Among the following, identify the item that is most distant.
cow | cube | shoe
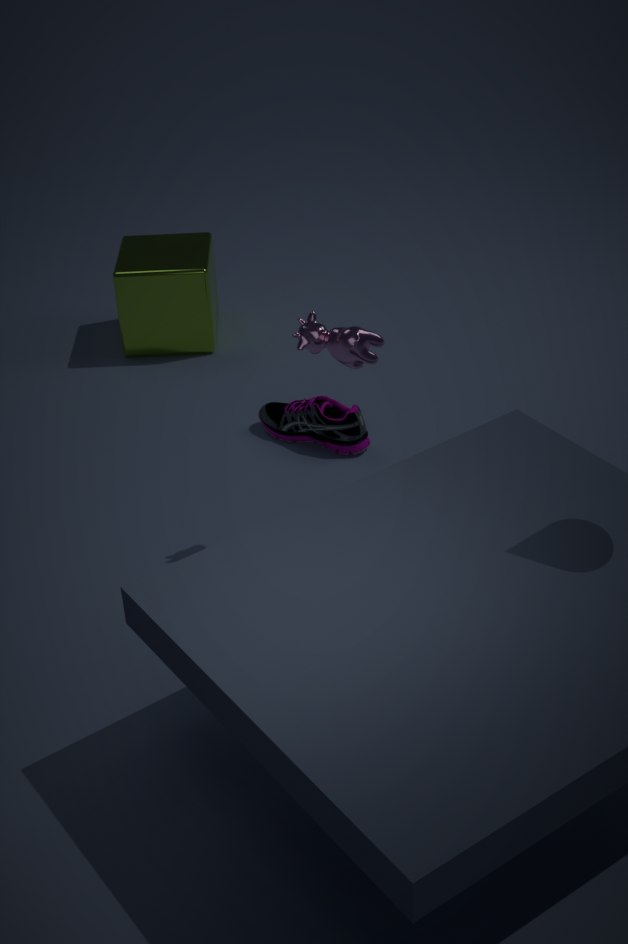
cube
